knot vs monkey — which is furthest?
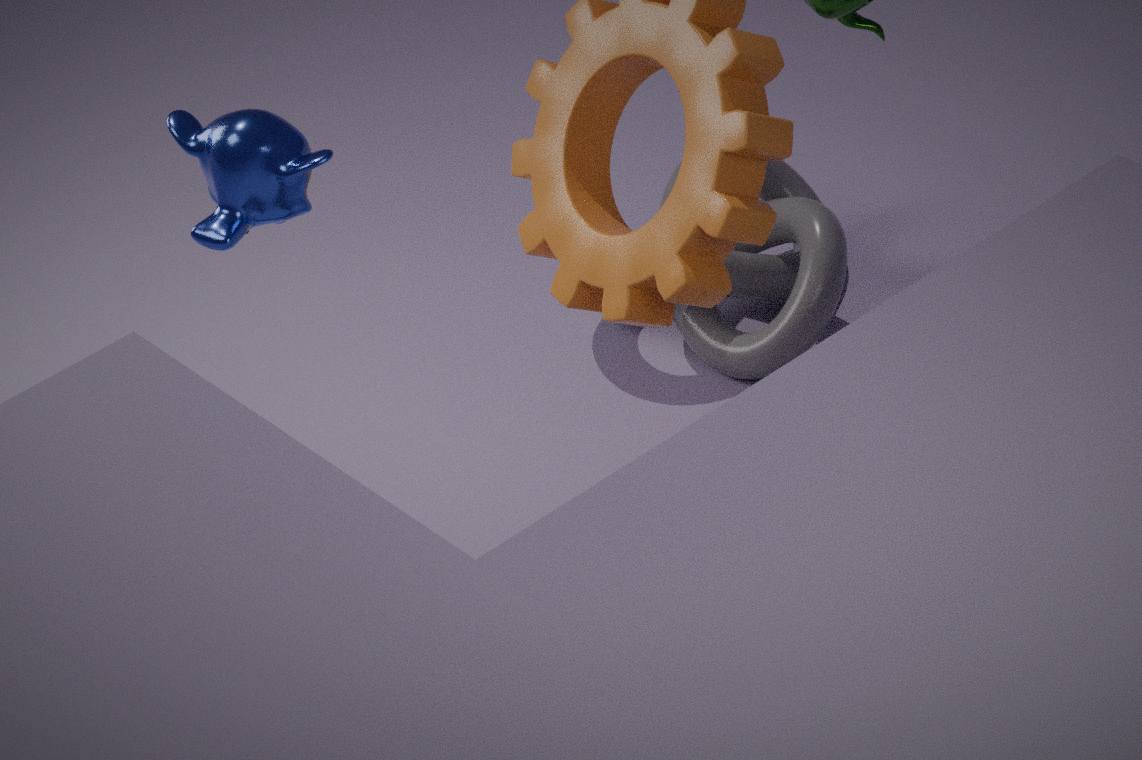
knot
